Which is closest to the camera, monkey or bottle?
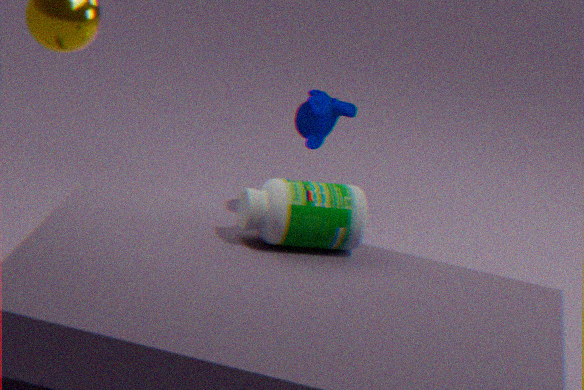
bottle
